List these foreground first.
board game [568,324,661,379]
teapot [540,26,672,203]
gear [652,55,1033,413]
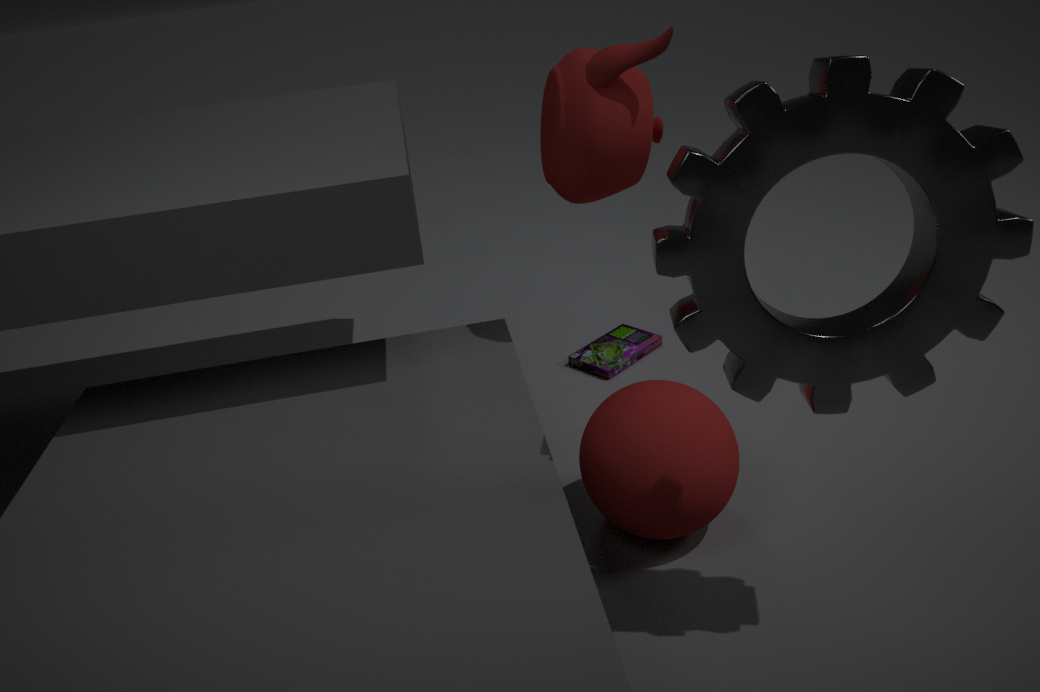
gear [652,55,1033,413] < teapot [540,26,672,203] < board game [568,324,661,379]
